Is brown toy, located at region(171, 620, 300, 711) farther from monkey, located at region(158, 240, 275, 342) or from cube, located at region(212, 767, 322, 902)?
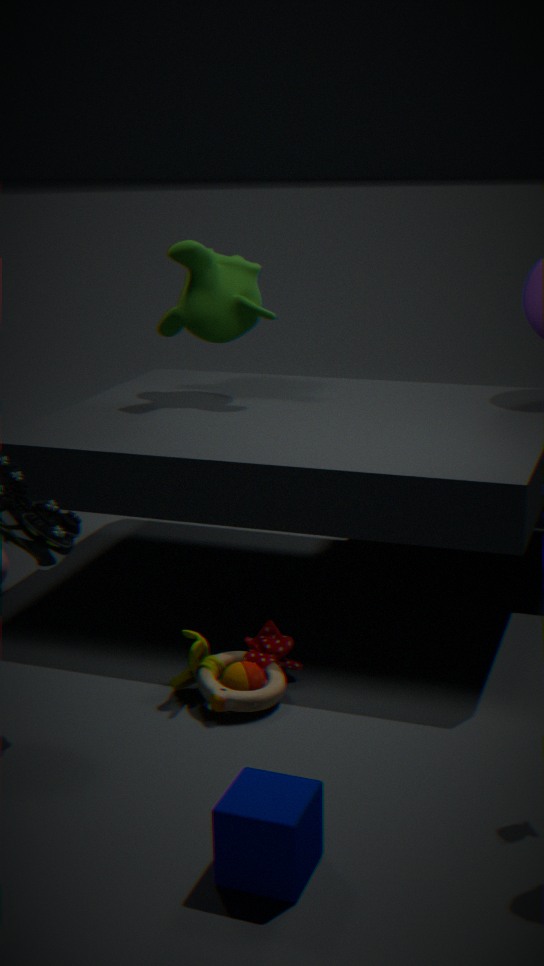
monkey, located at region(158, 240, 275, 342)
